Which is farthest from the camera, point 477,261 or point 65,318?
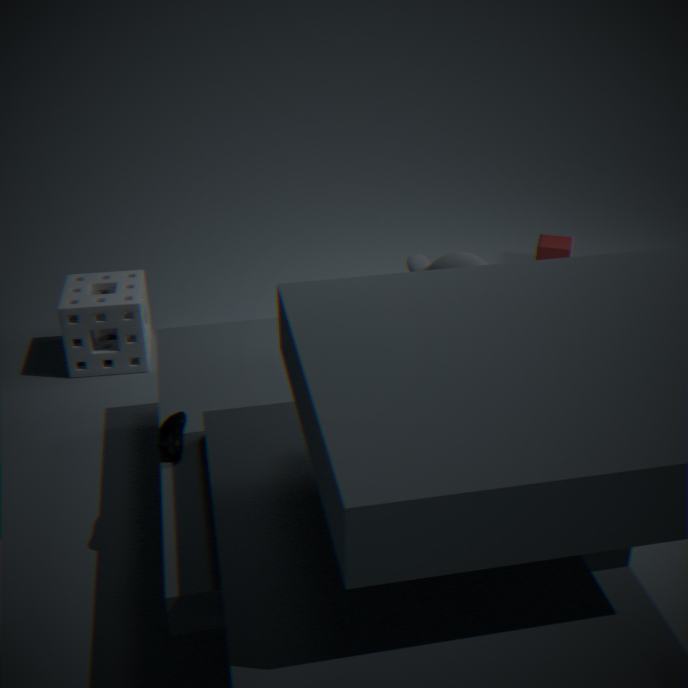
point 65,318
